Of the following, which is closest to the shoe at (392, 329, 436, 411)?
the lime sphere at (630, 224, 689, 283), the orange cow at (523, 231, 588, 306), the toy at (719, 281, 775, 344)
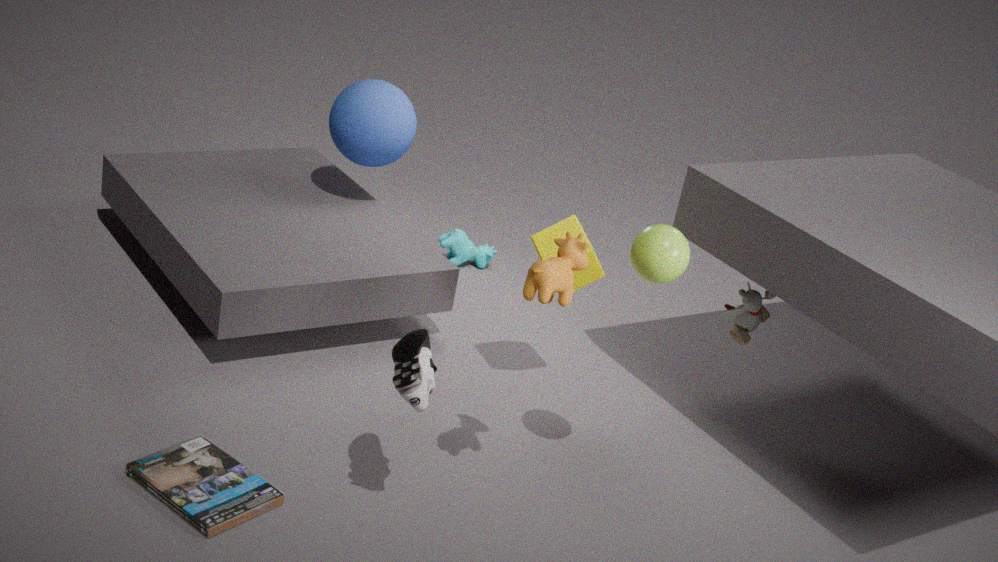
the orange cow at (523, 231, 588, 306)
